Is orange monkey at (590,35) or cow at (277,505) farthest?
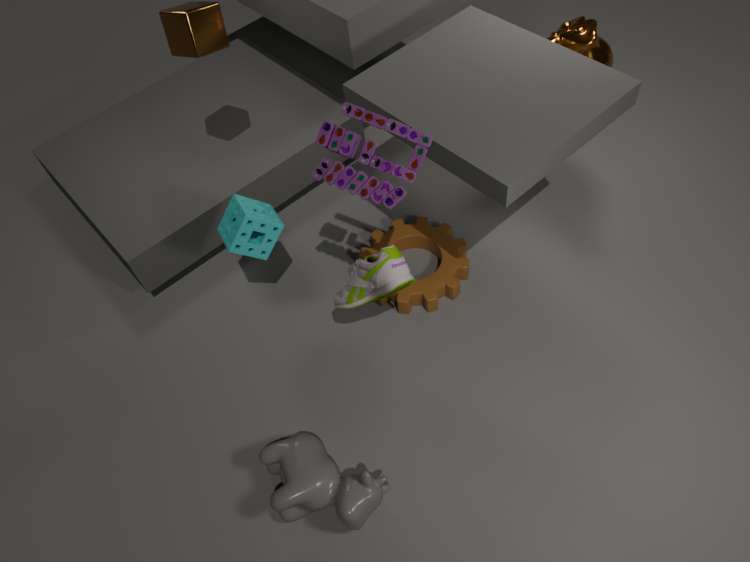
orange monkey at (590,35)
